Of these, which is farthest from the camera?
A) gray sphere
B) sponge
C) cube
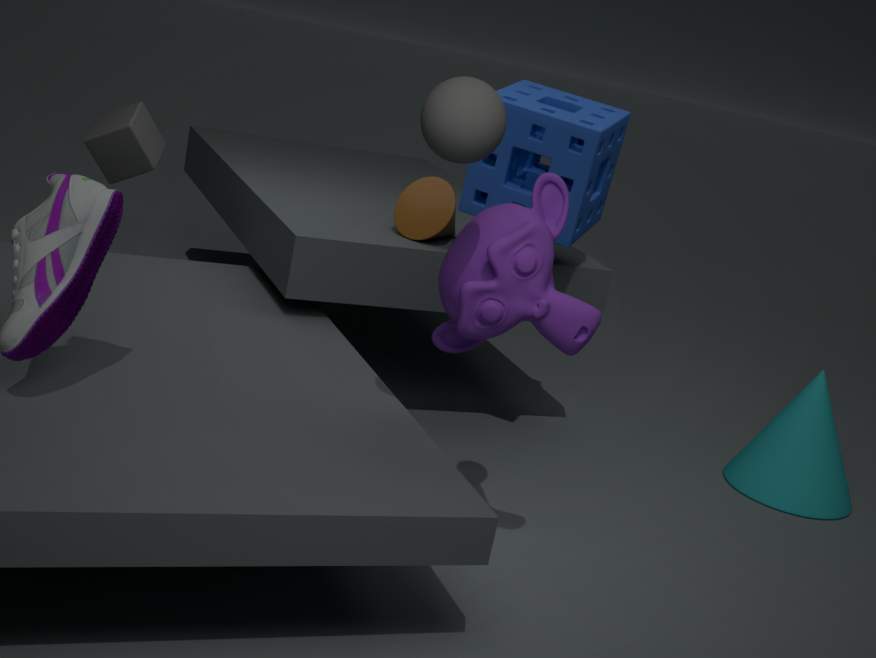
cube
